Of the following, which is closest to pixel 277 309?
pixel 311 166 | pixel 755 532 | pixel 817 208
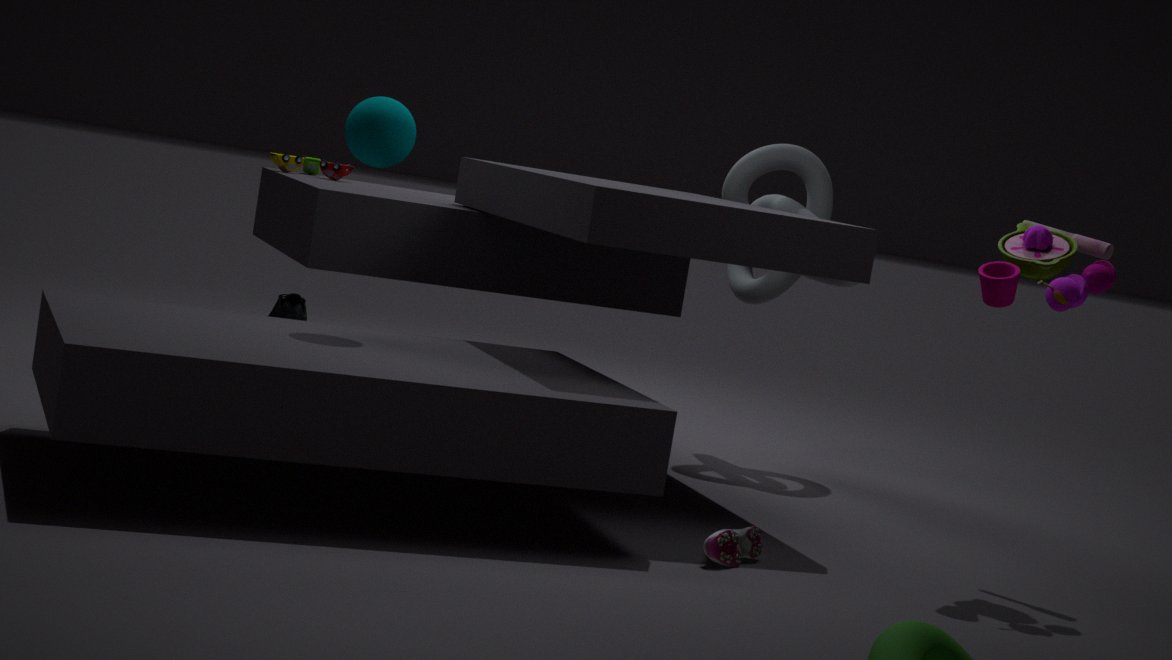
pixel 311 166
